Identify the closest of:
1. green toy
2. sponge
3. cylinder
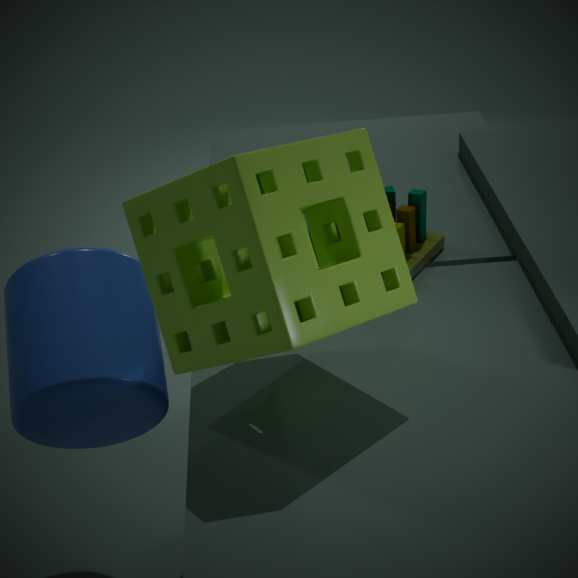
sponge
